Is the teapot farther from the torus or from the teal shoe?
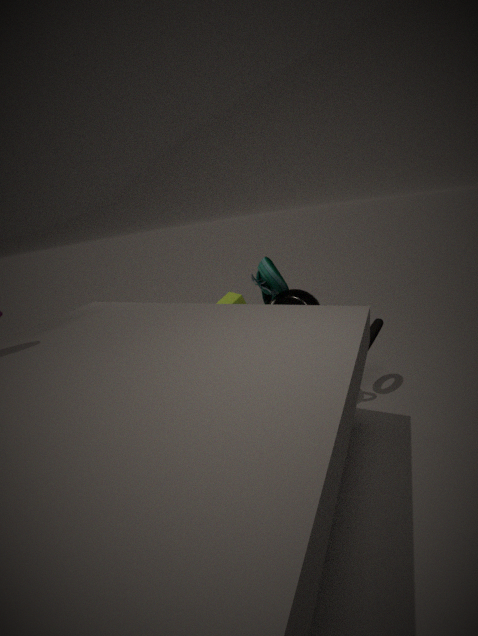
the torus
